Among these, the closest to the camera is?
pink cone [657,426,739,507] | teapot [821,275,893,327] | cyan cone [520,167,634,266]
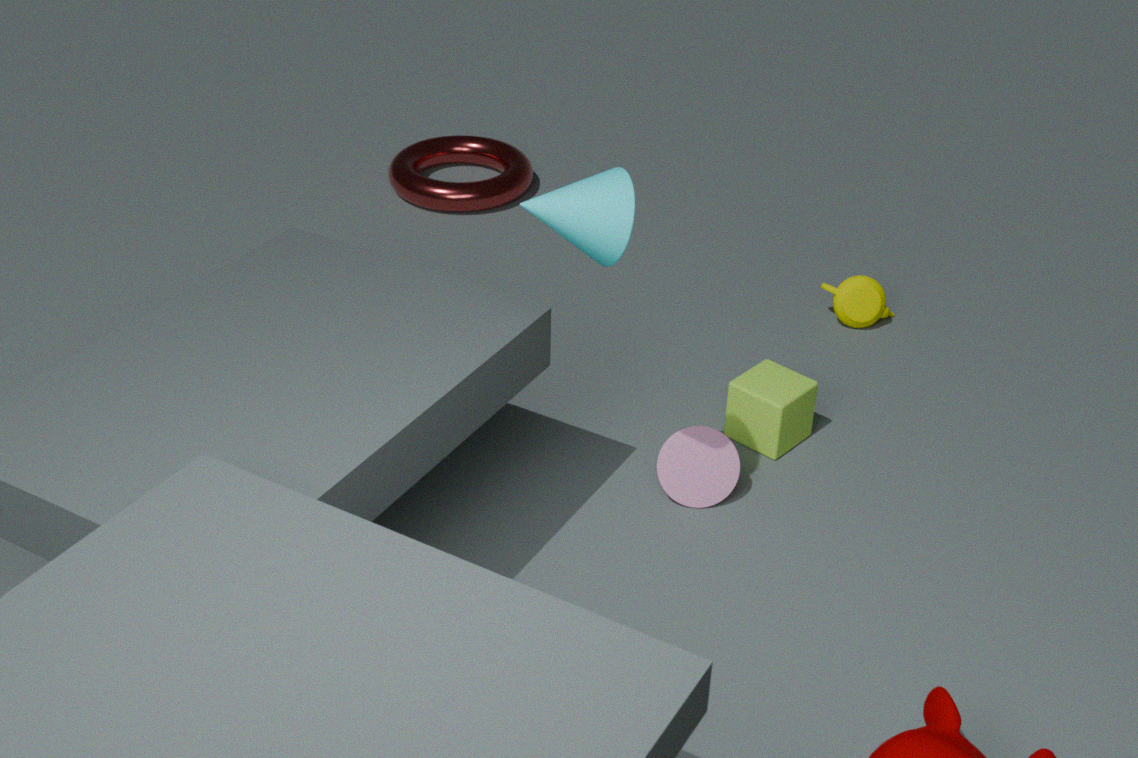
A: cyan cone [520,167,634,266]
